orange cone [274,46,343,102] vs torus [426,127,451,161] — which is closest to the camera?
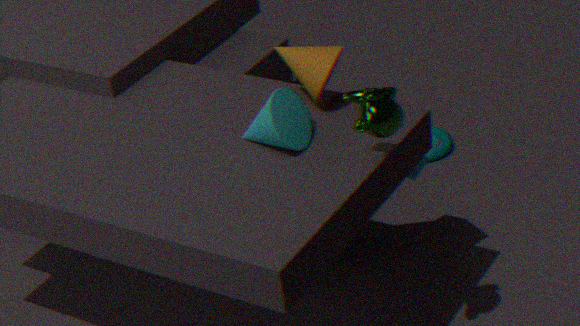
orange cone [274,46,343,102]
